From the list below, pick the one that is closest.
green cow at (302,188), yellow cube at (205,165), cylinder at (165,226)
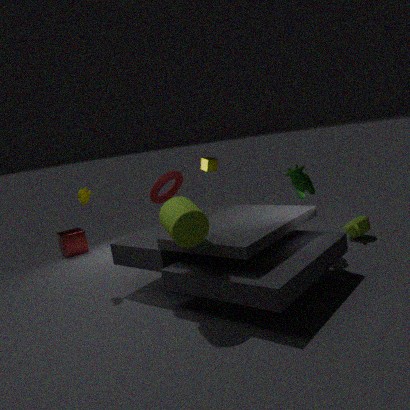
cylinder at (165,226)
